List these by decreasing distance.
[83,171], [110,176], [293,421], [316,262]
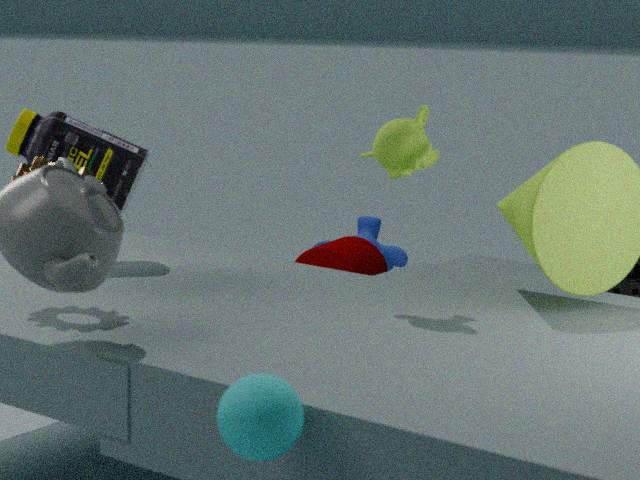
[316,262] < [110,176] < [83,171] < [293,421]
